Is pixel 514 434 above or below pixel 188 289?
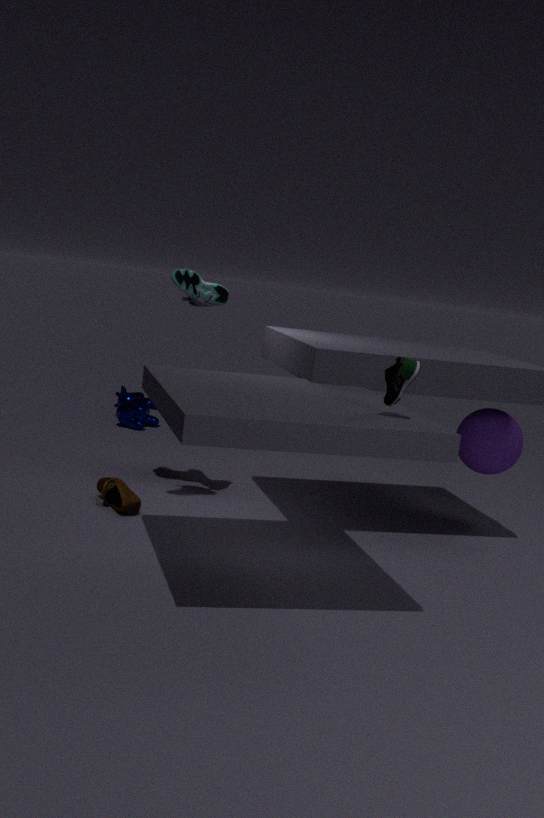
below
